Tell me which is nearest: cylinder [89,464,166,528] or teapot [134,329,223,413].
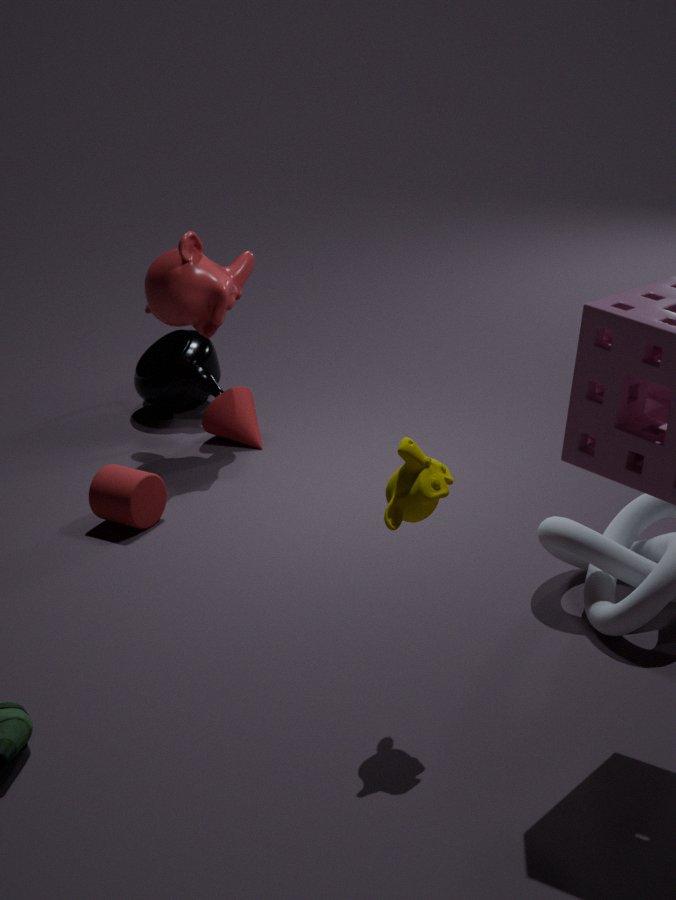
cylinder [89,464,166,528]
